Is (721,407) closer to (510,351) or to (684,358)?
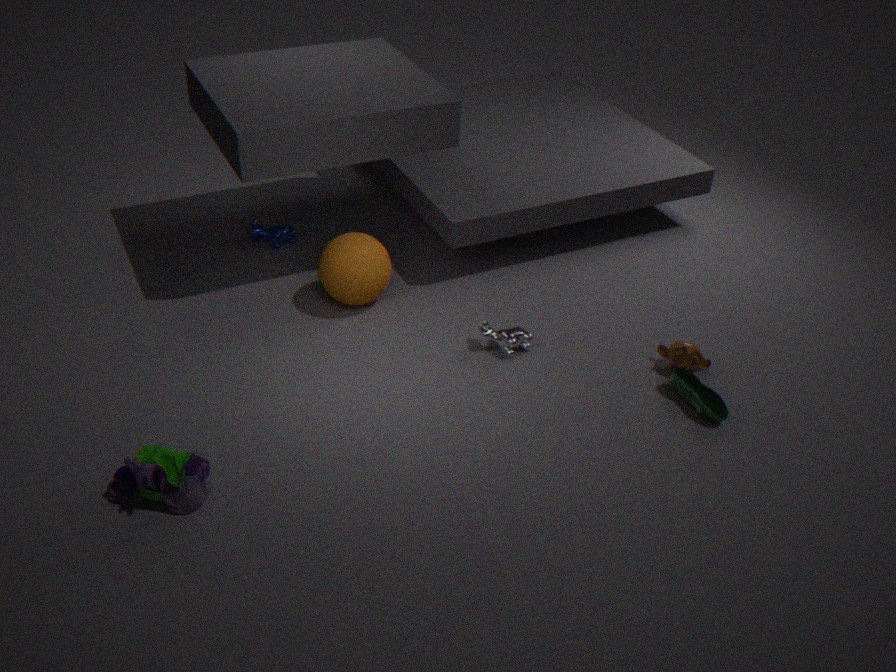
(684,358)
